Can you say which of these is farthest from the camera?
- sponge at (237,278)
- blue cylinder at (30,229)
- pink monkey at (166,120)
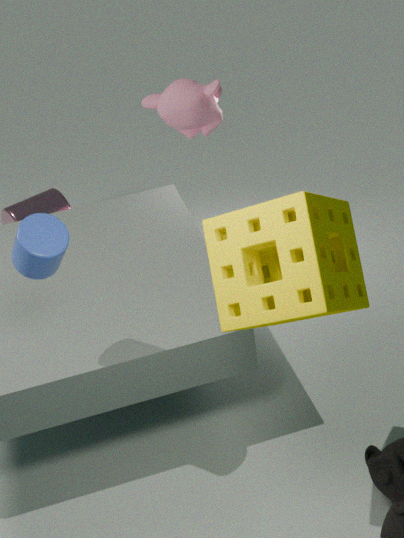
pink monkey at (166,120)
